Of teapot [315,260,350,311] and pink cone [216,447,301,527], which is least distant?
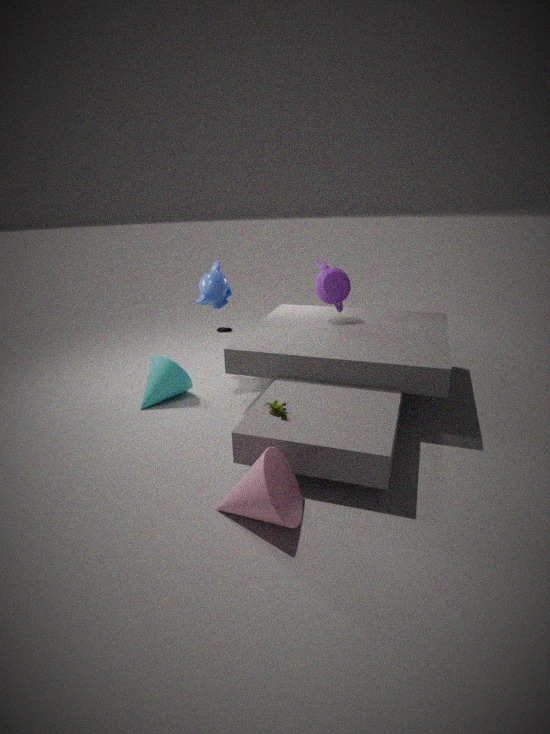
pink cone [216,447,301,527]
